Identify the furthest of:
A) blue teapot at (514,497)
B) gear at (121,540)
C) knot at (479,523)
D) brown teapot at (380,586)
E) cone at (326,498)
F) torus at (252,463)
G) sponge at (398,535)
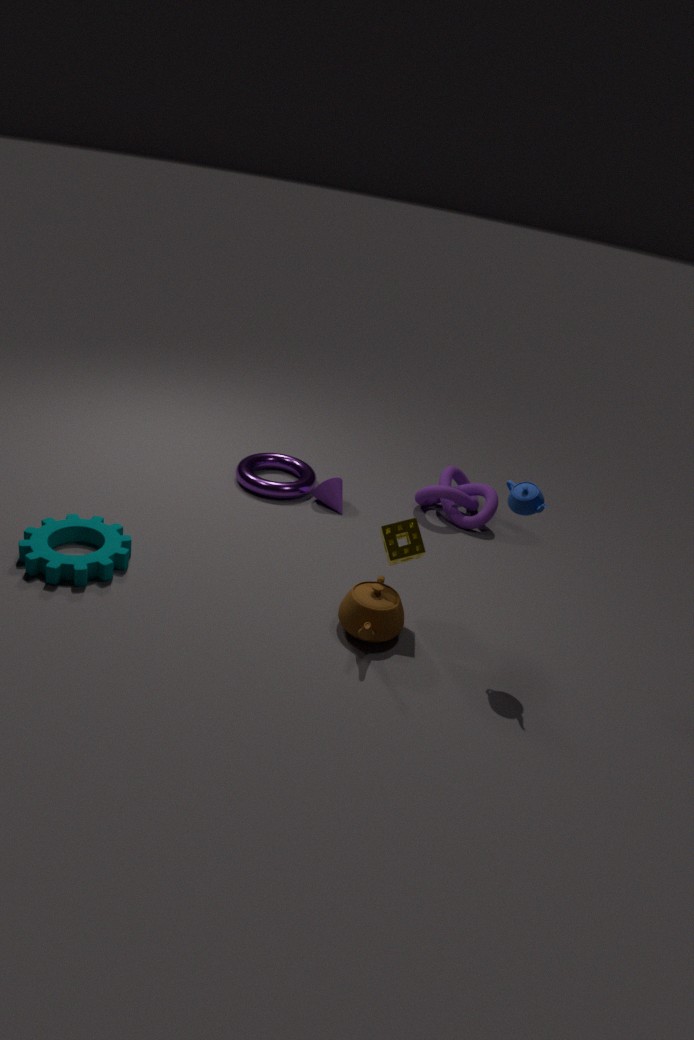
knot at (479,523)
